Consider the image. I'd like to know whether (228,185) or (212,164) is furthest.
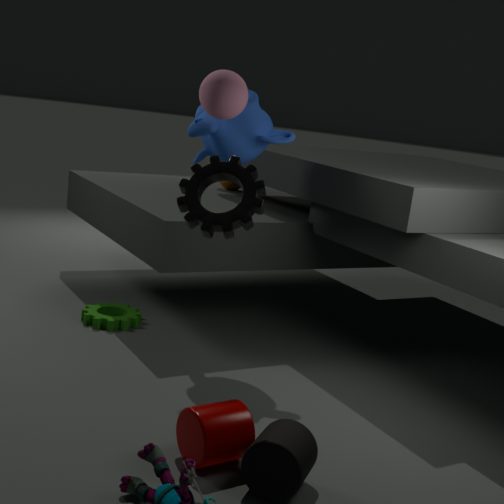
(228,185)
